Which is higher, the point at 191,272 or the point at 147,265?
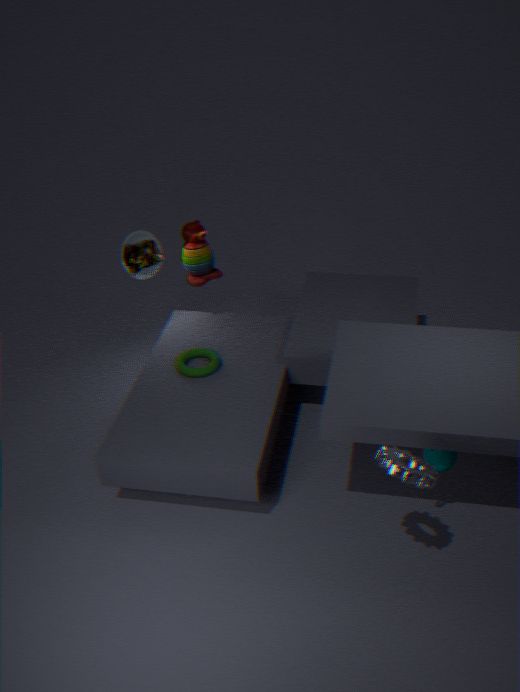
the point at 147,265
